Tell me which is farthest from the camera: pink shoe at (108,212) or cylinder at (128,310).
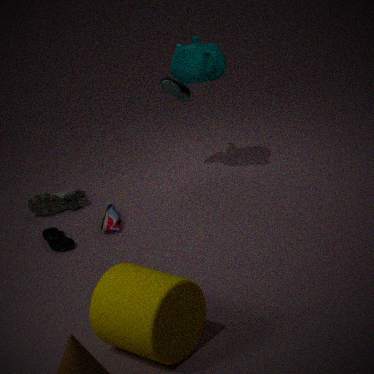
pink shoe at (108,212)
